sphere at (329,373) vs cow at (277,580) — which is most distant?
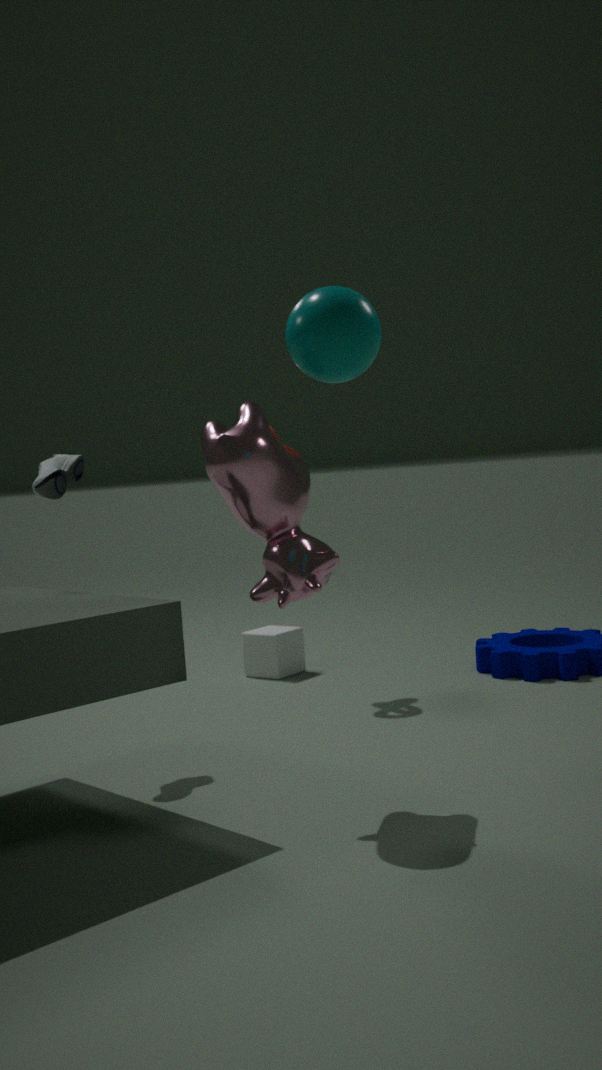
cow at (277,580)
